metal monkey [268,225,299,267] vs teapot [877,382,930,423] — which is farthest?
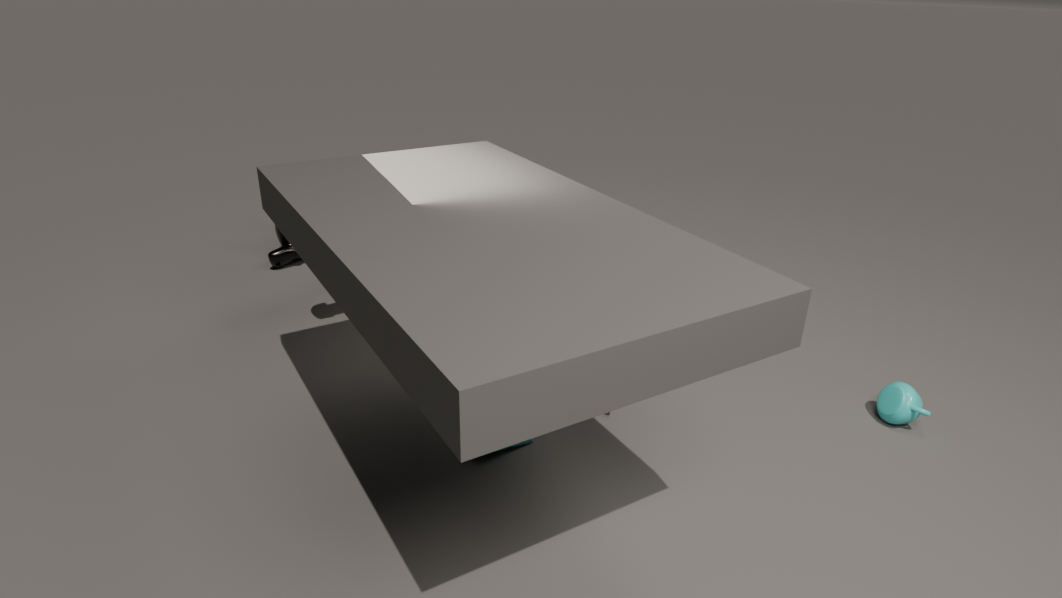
metal monkey [268,225,299,267]
